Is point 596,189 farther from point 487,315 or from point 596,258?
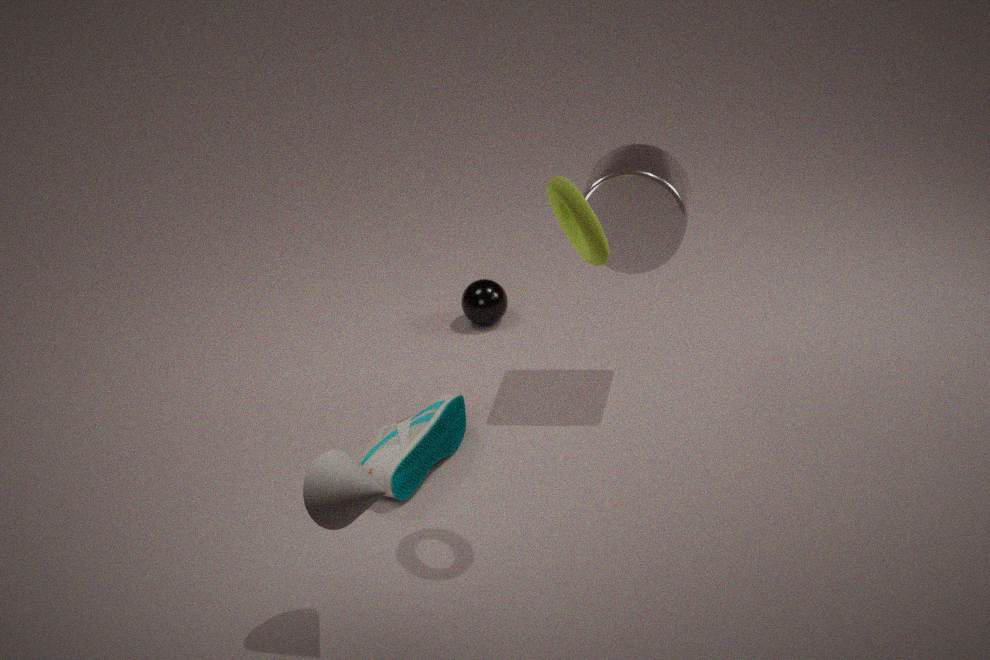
point 487,315
